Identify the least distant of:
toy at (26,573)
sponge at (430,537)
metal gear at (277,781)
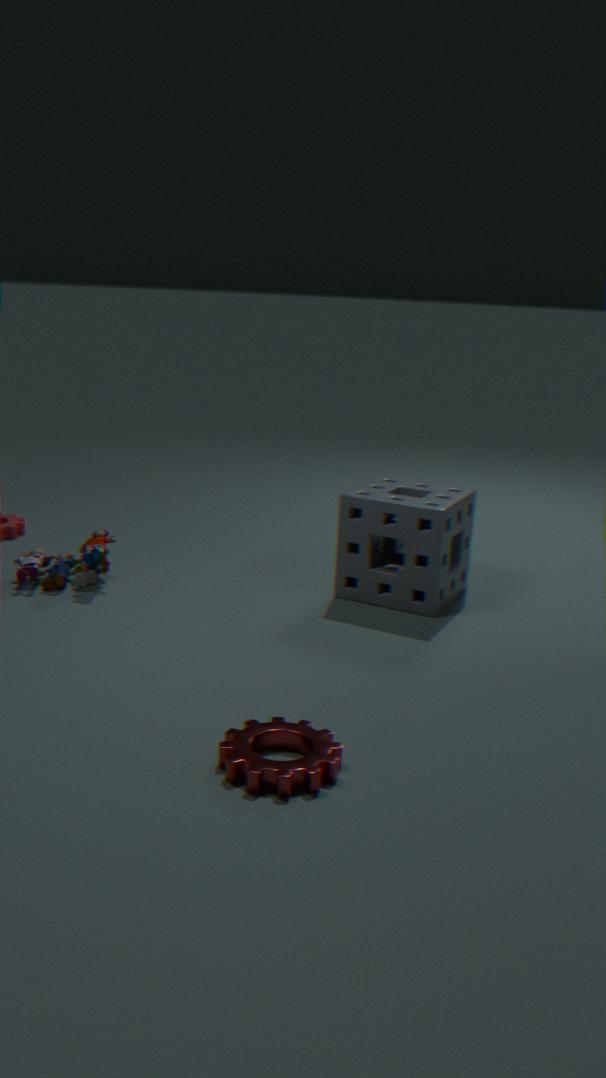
metal gear at (277,781)
